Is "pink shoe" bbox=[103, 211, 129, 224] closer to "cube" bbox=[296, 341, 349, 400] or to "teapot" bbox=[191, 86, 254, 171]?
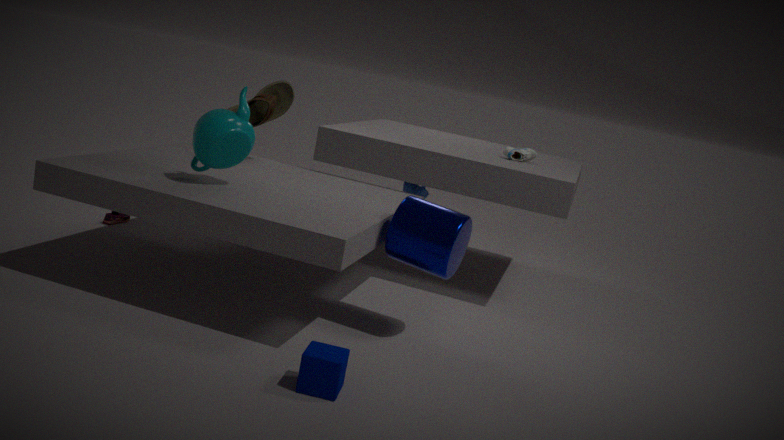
"teapot" bbox=[191, 86, 254, 171]
